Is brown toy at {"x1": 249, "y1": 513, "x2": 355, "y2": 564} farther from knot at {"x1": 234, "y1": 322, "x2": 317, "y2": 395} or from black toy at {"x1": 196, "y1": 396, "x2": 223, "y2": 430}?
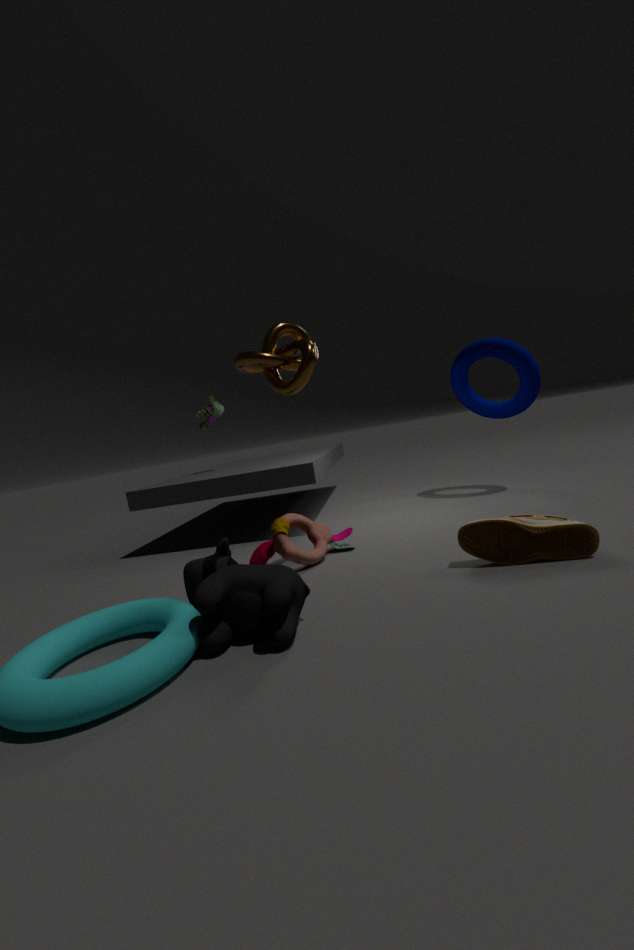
black toy at {"x1": 196, "y1": 396, "x2": 223, "y2": 430}
